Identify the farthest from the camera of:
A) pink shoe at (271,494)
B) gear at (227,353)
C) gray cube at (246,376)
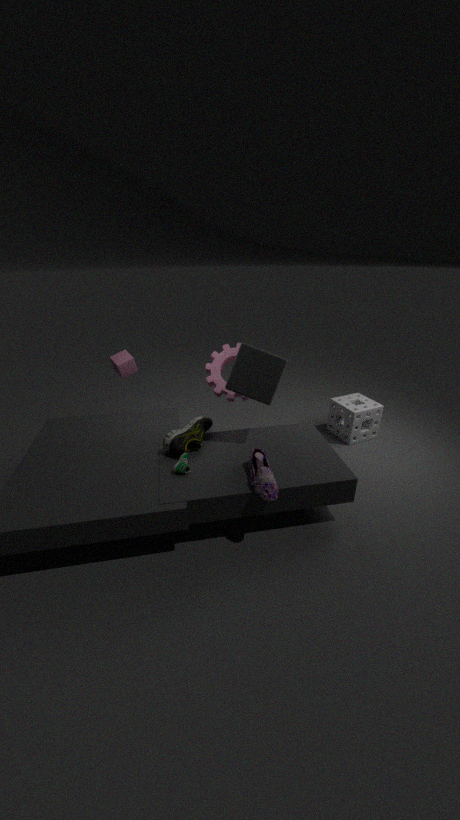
gear at (227,353)
